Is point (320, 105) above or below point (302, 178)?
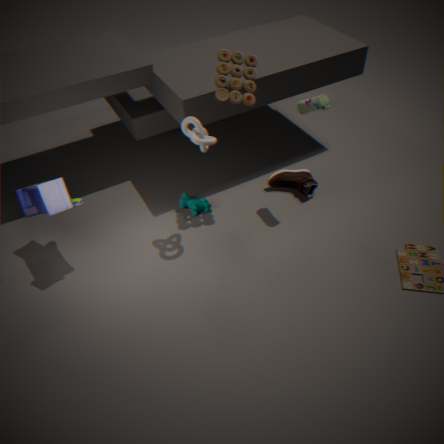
above
